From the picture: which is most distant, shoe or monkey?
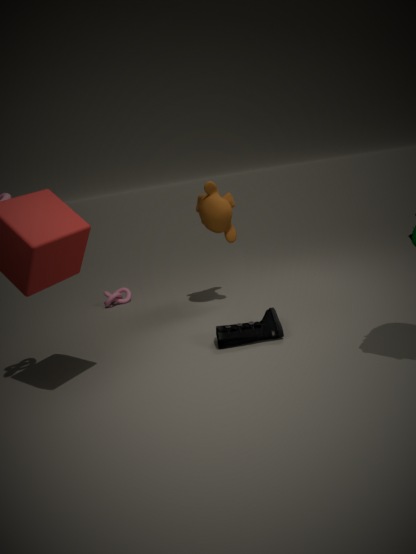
monkey
